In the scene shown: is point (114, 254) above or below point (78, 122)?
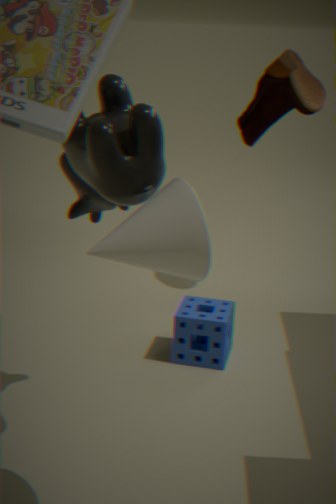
below
